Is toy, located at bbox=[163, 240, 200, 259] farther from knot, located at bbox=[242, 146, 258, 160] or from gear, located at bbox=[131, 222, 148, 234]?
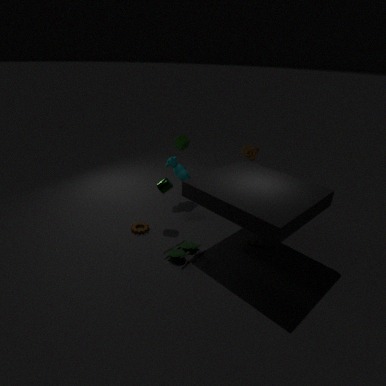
knot, located at bbox=[242, 146, 258, 160]
